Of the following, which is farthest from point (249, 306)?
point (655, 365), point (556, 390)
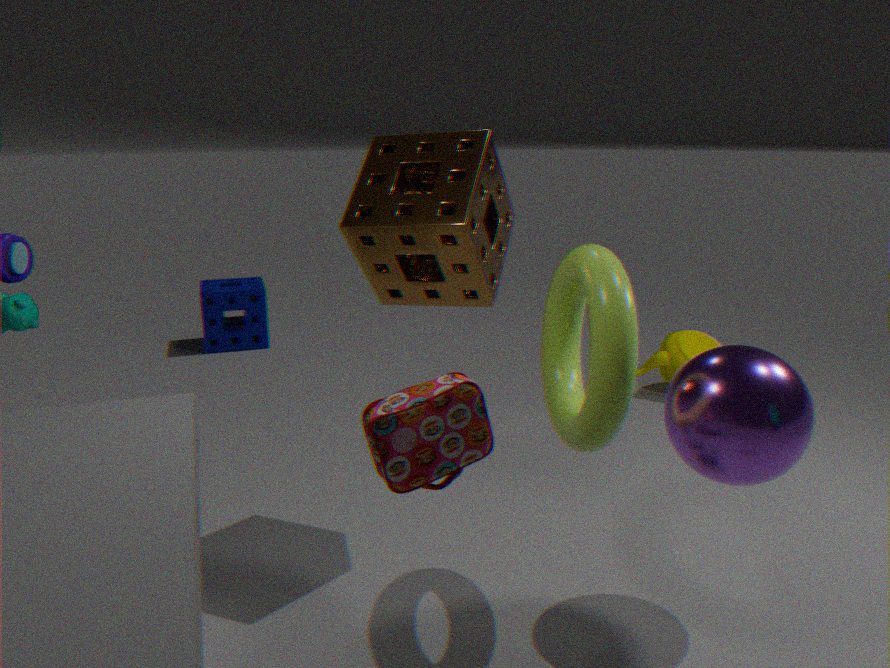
point (556, 390)
